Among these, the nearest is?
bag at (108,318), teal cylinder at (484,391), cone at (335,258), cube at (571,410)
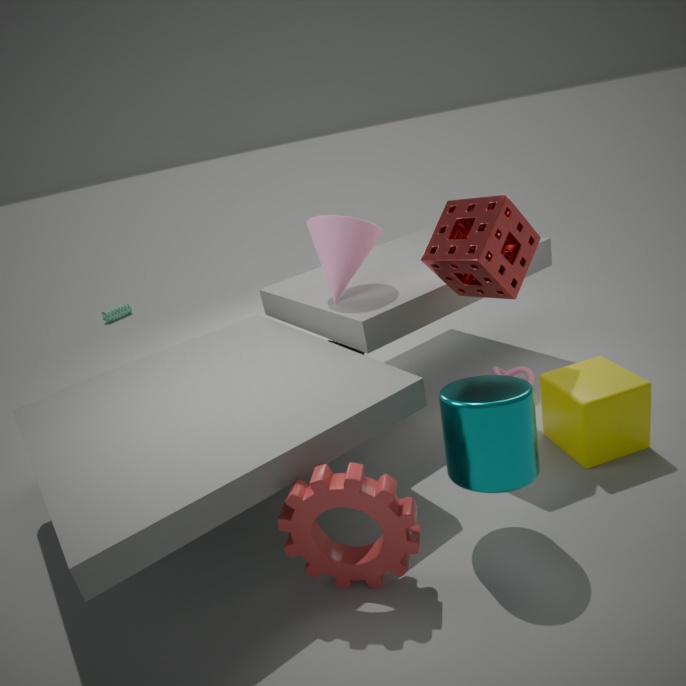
teal cylinder at (484,391)
